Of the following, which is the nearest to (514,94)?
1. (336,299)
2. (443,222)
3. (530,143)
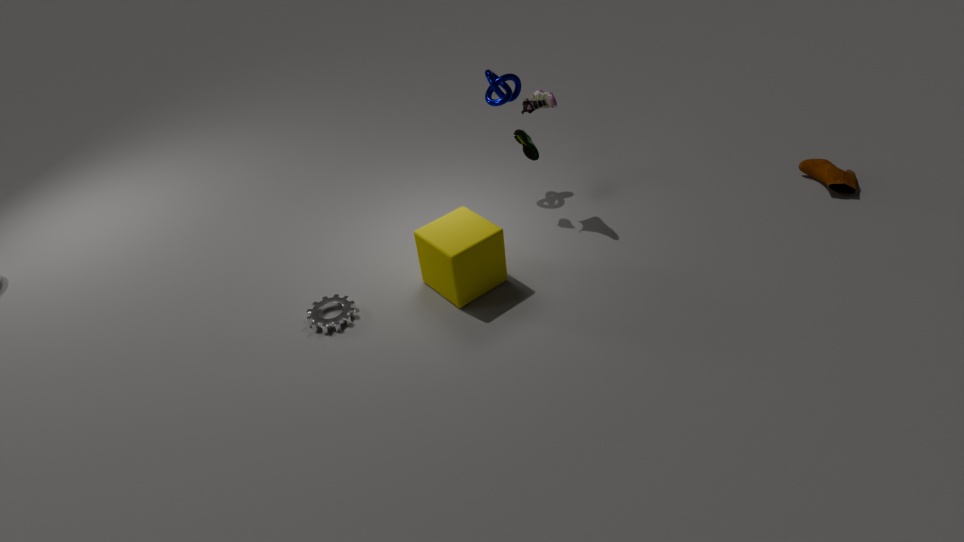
(530,143)
